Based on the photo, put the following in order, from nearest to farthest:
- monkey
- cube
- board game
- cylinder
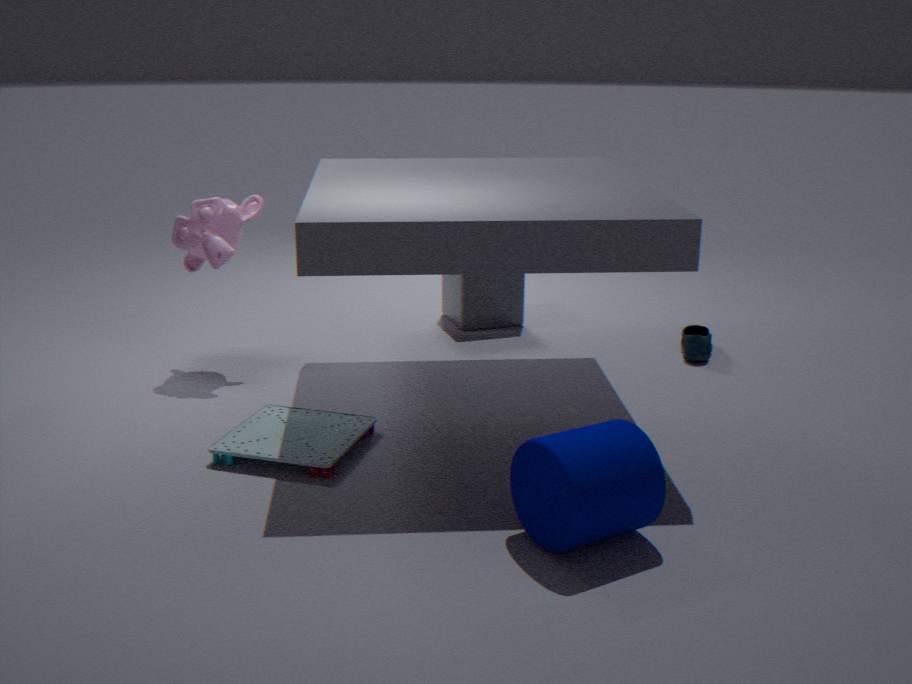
cylinder
board game
monkey
cube
